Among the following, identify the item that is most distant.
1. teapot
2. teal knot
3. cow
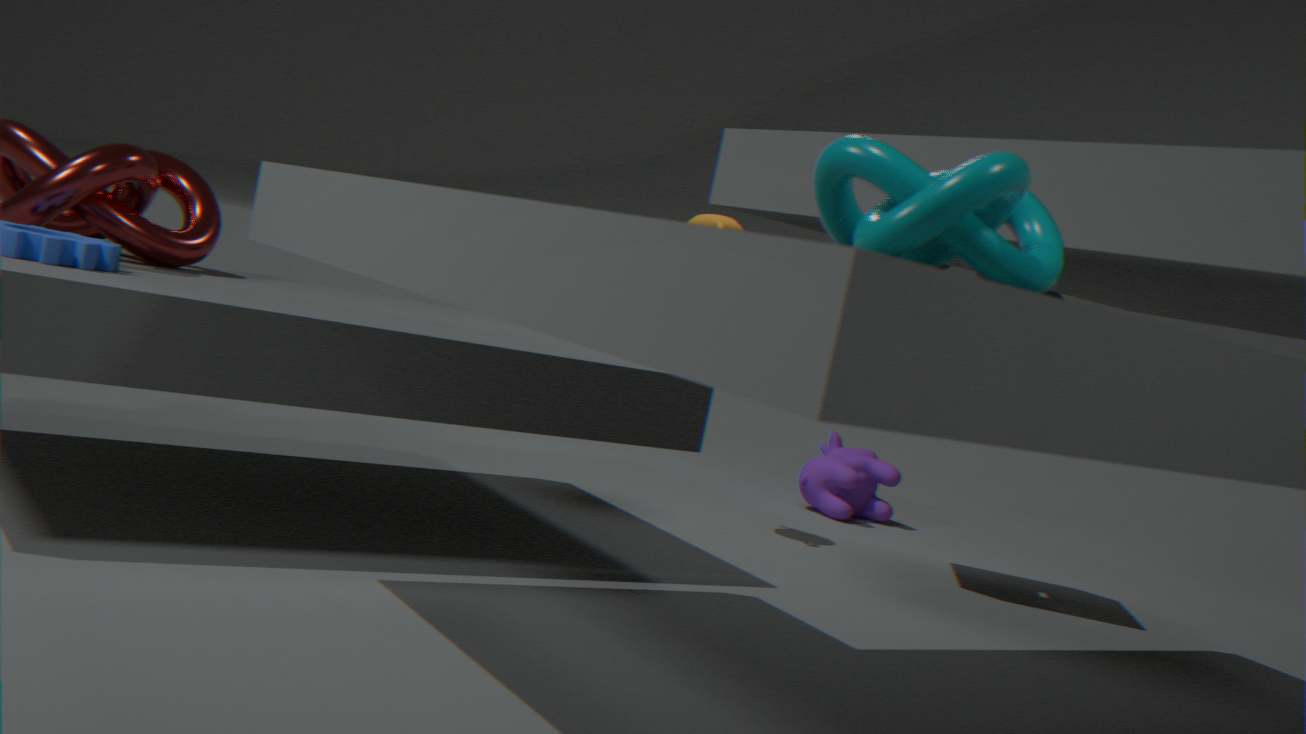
cow
